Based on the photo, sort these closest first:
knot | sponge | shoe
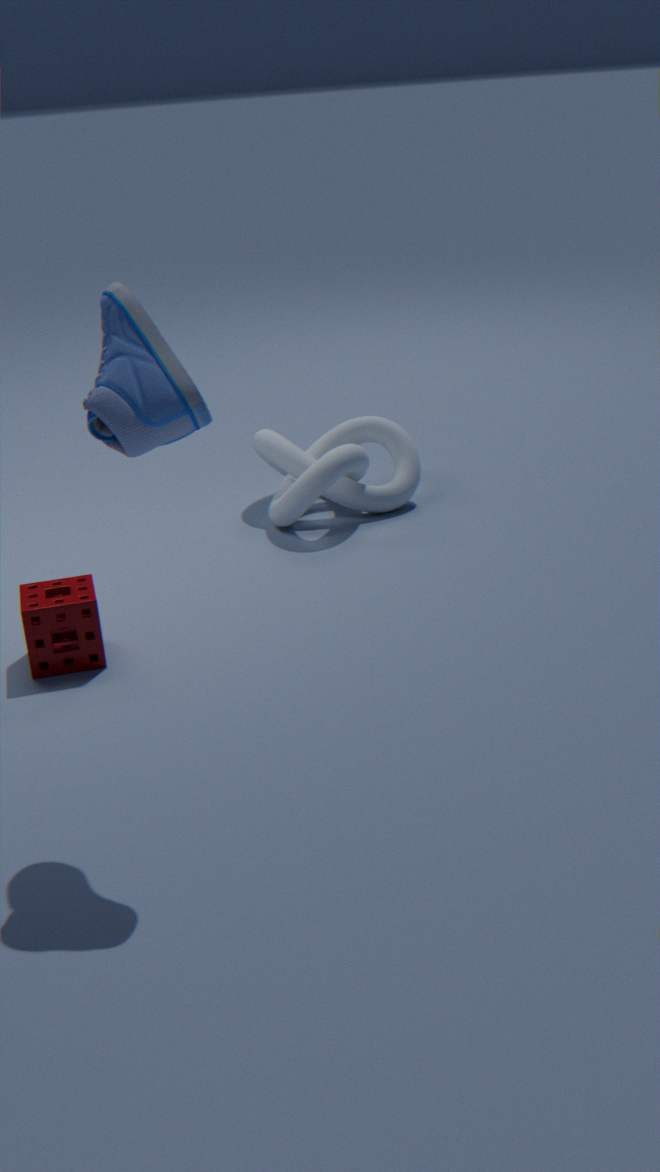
shoe
sponge
knot
